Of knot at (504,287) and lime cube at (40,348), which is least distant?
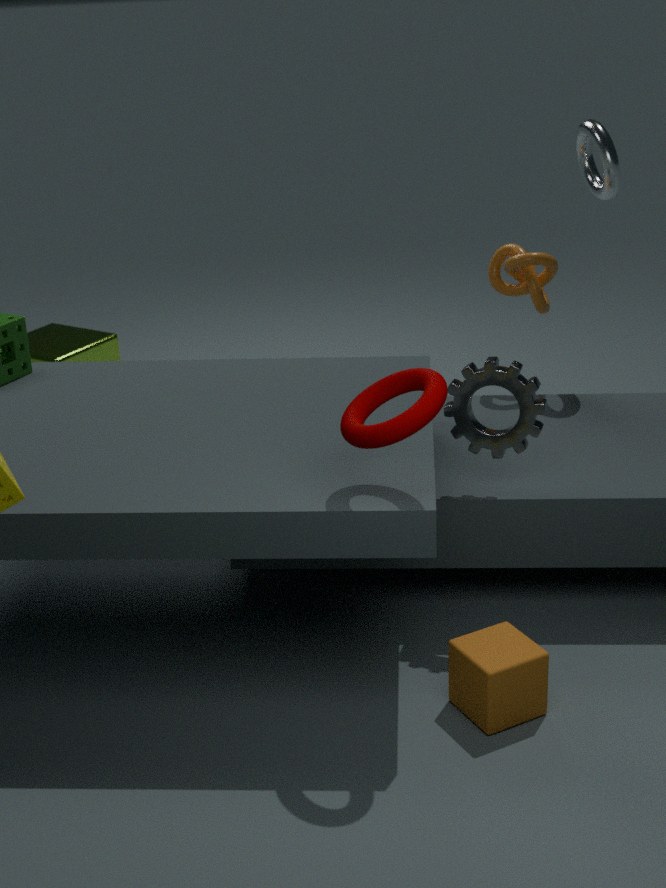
knot at (504,287)
